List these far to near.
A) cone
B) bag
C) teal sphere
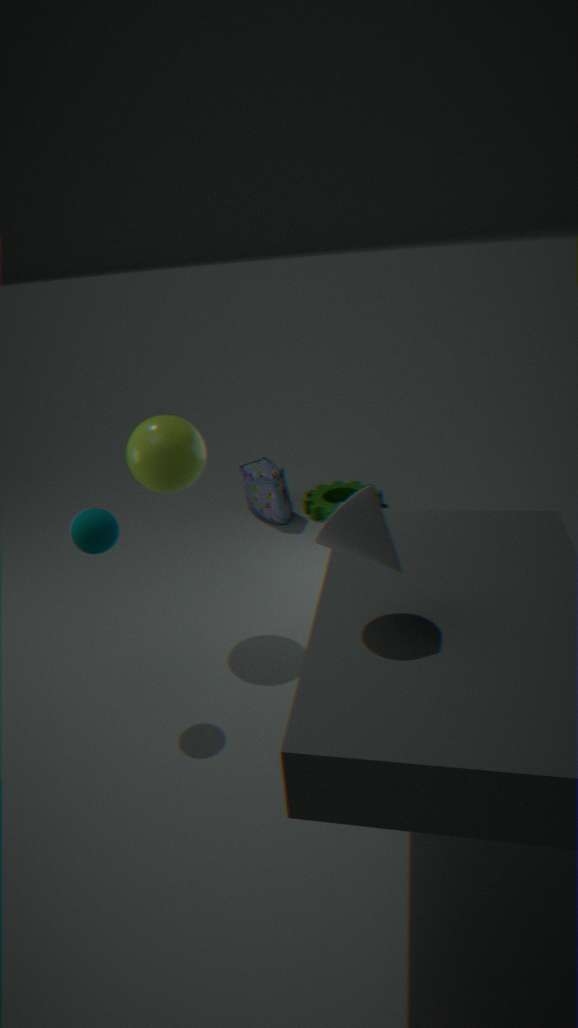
bag < teal sphere < cone
